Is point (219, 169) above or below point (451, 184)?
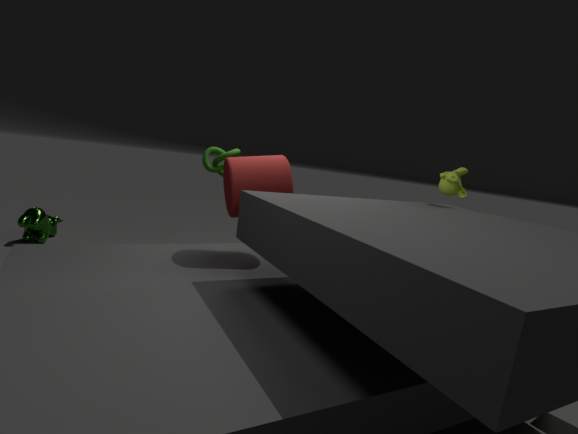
below
